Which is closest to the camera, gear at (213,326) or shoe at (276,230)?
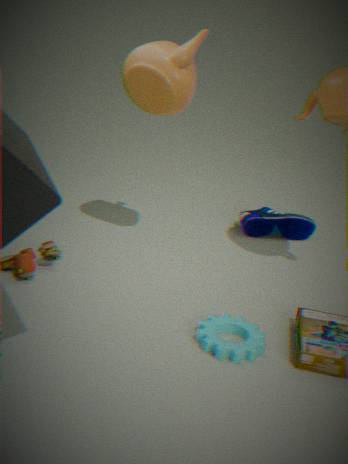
gear at (213,326)
